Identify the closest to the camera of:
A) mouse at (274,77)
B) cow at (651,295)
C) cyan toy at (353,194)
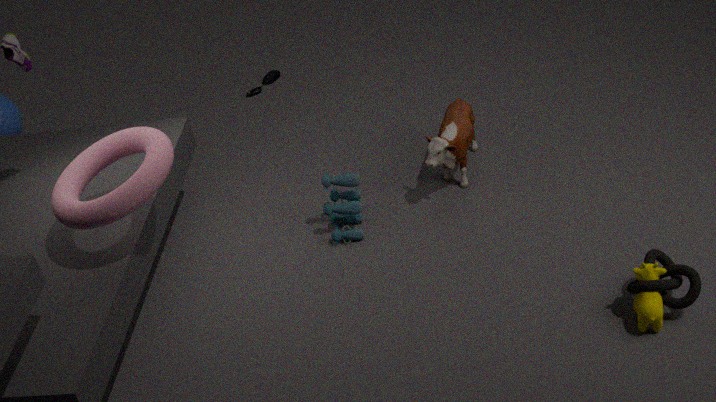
cow at (651,295)
